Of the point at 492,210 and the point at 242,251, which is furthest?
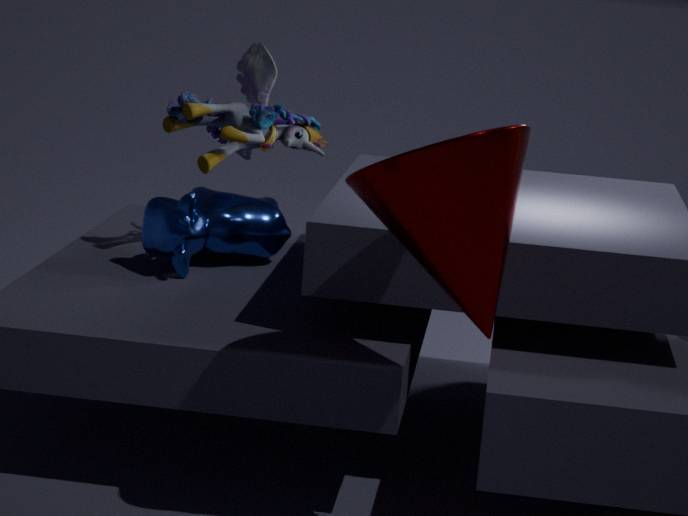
the point at 242,251
